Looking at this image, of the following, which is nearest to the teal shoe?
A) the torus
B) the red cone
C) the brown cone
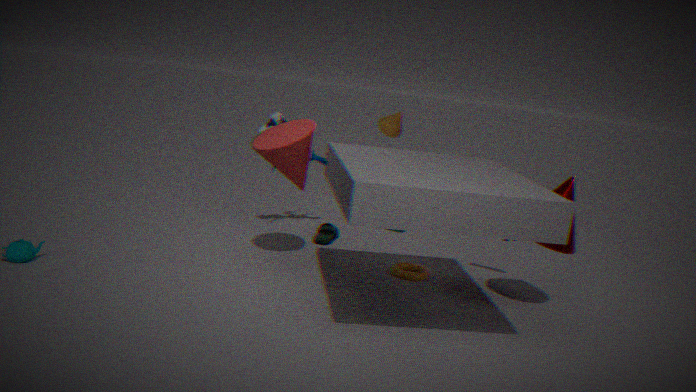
the torus
